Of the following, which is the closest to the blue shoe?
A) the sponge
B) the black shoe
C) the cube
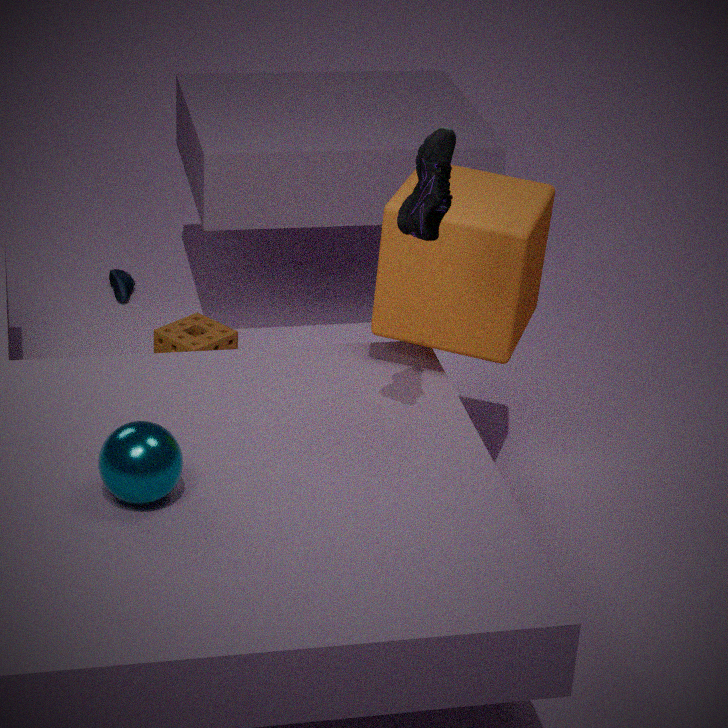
the sponge
